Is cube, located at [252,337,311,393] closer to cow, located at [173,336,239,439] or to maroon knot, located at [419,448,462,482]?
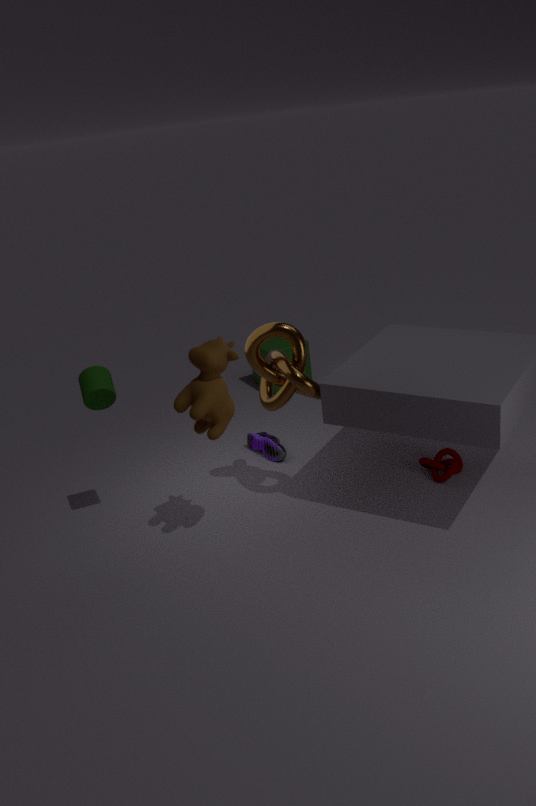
maroon knot, located at [419,448,462,482]
